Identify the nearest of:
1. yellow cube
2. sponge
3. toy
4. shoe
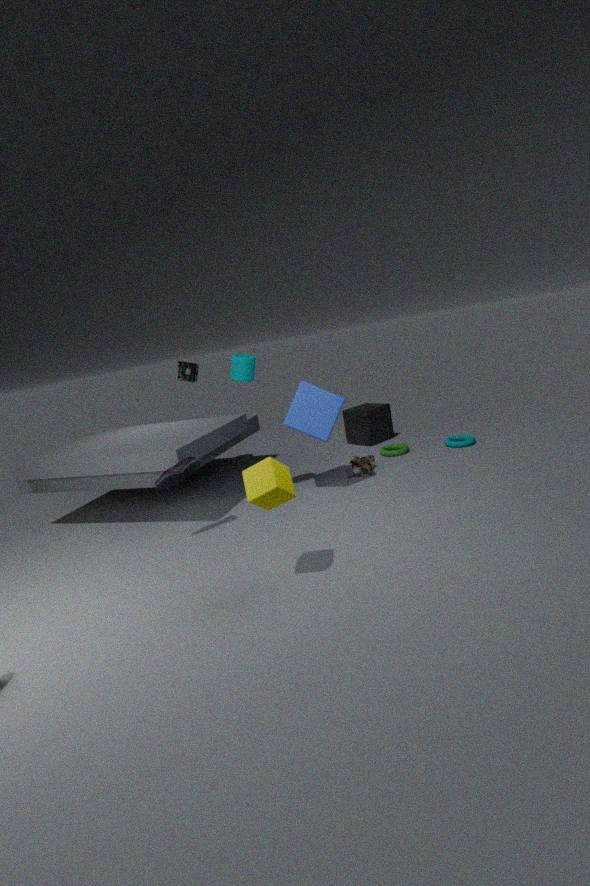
yellow cube
